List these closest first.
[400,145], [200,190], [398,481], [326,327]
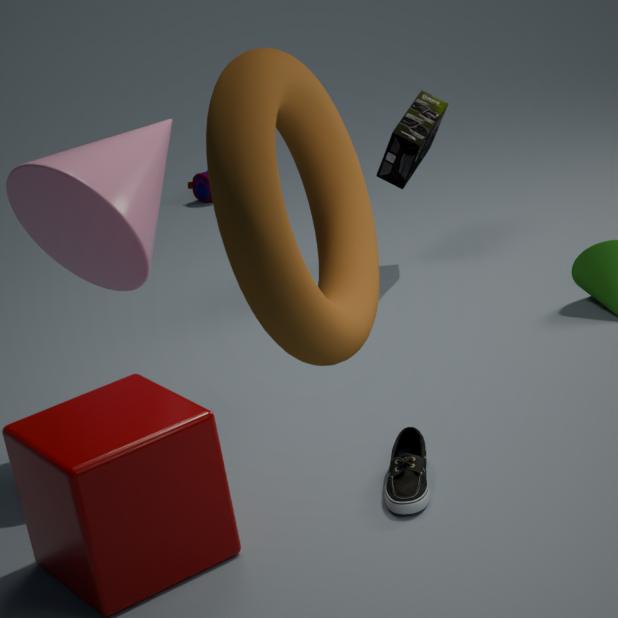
[326,327] < [398,481] < [400,145] < [200,190]
